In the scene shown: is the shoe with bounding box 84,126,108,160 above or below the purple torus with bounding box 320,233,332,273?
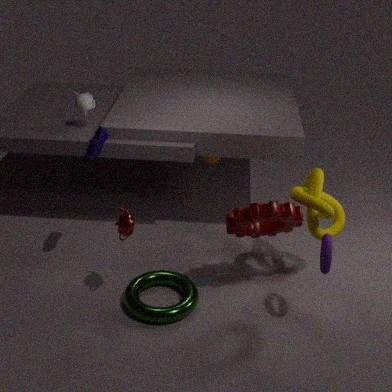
above
